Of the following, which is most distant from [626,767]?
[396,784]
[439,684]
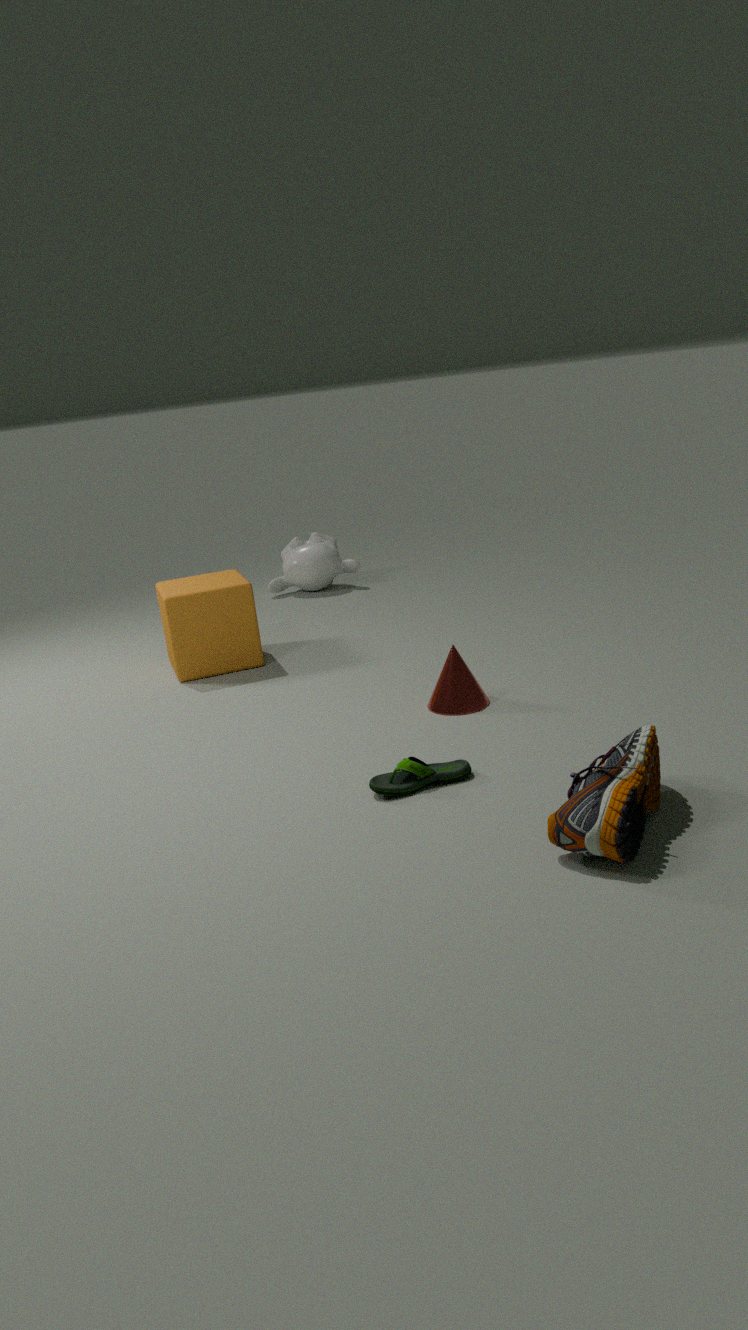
[439,684]
